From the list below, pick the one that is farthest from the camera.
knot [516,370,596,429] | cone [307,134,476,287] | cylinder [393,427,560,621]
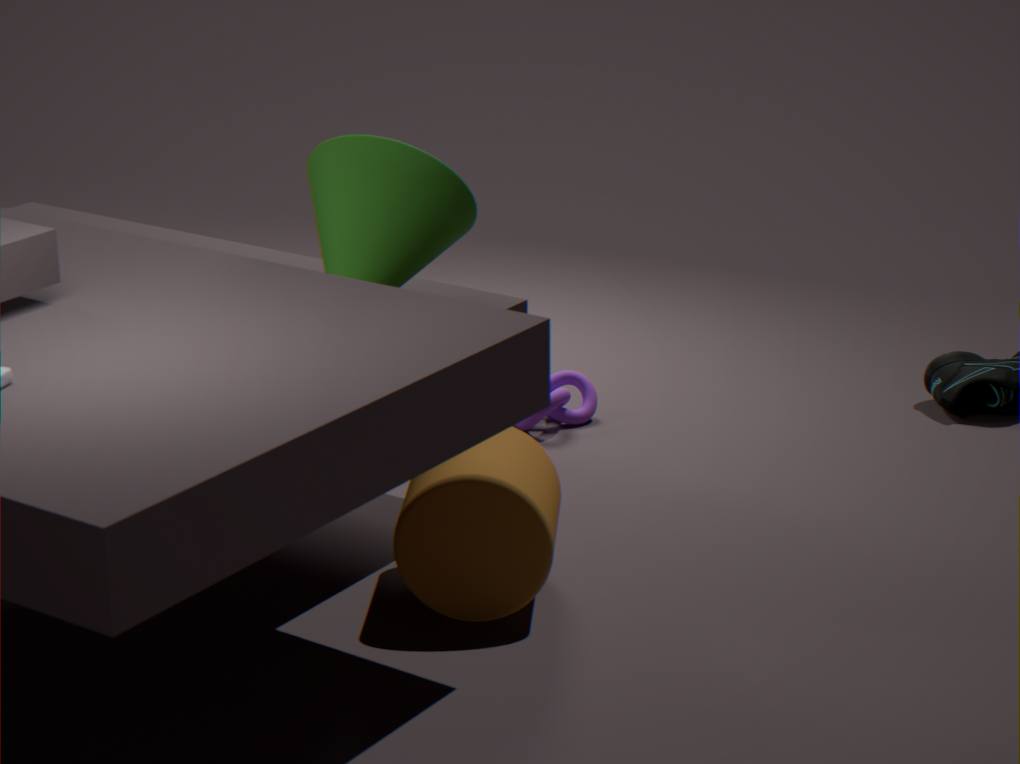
knot [516,370,596,429]
